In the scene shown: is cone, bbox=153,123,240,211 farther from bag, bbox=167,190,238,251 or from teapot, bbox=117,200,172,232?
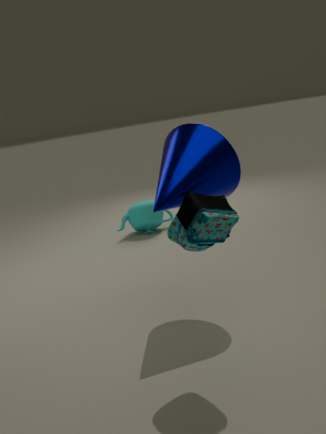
teapot, bbox=117,200,172,232
